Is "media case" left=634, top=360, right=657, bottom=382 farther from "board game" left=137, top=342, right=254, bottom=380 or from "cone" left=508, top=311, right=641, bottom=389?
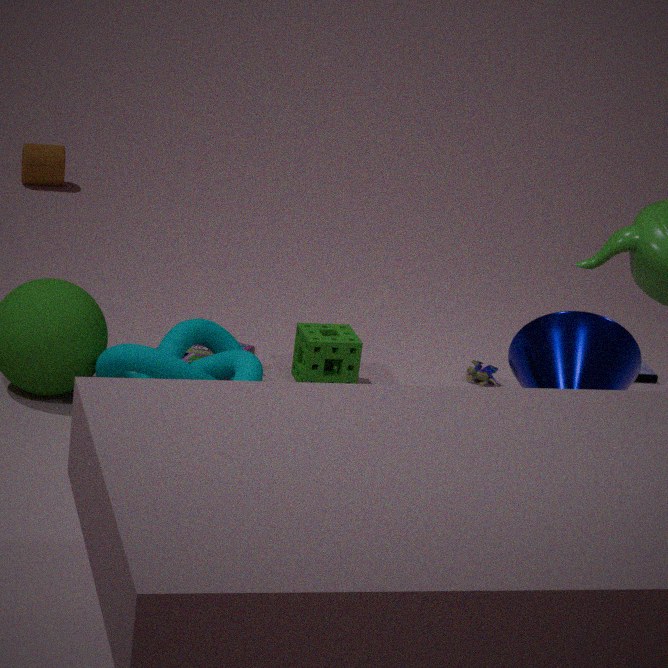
"board game" left=137, top=342, right=254, bottom=380
